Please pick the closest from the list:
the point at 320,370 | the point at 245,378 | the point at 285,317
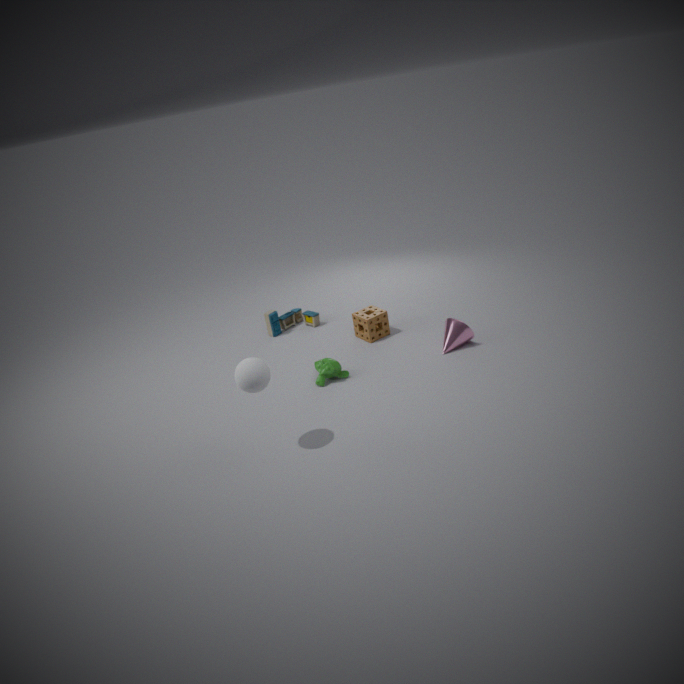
the point at 245,378
